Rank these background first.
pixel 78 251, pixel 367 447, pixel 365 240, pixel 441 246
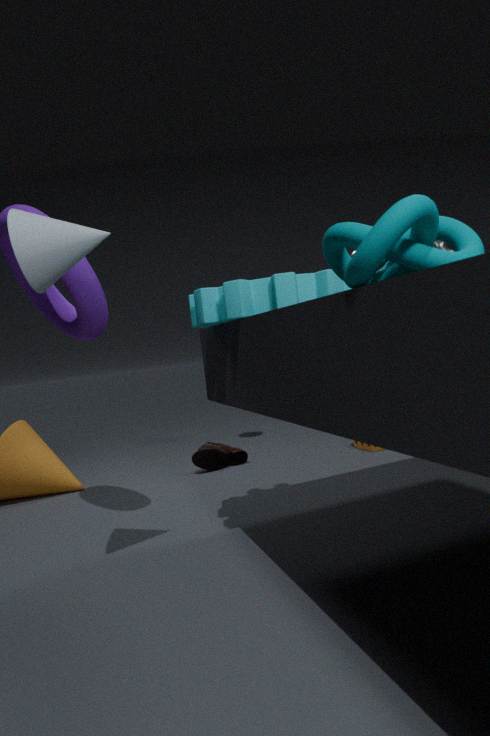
pixel 367 447 < pixel 78 251 < pixel 441 246 < pixel 365 240
